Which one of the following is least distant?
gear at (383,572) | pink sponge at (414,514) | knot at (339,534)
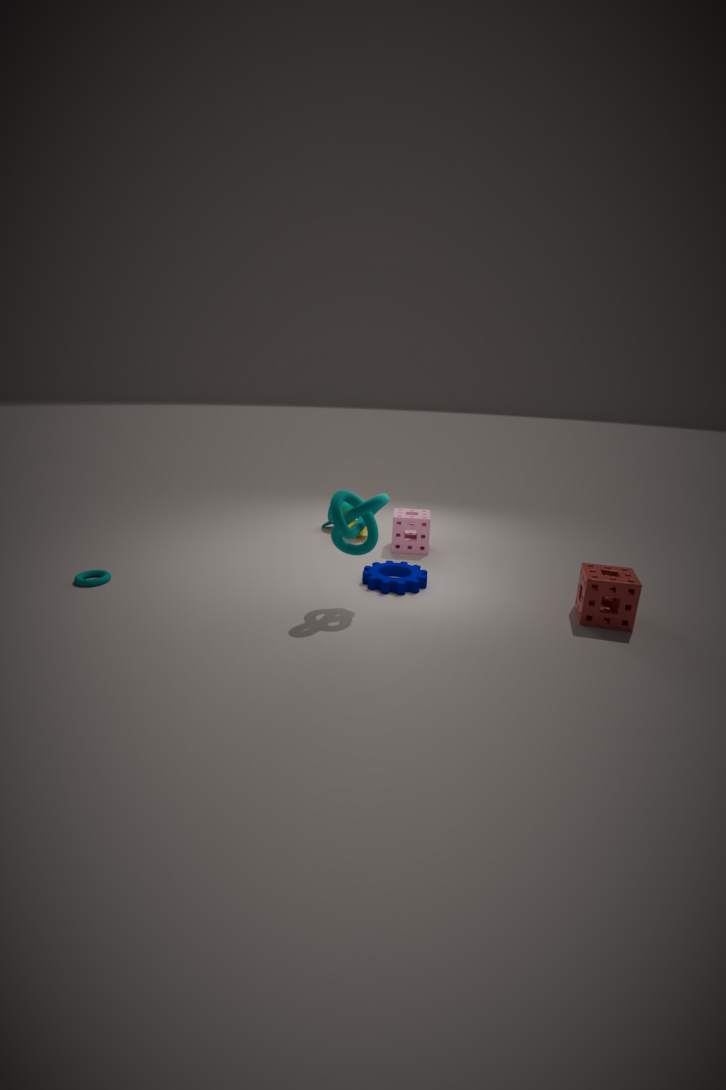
knot at (339,534)
